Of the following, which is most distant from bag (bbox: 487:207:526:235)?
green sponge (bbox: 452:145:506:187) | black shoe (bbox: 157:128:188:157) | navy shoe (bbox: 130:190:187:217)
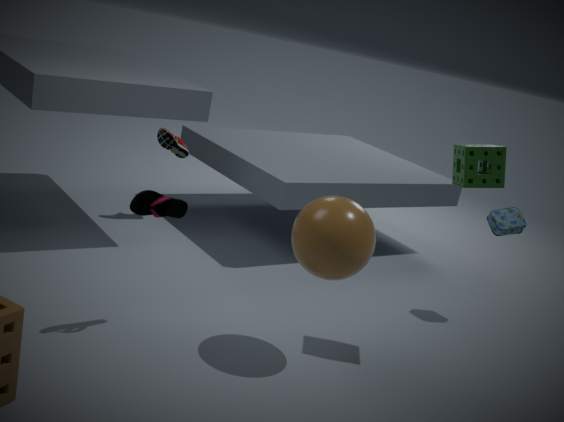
black shoe (bbox: 157:128:188:157)
